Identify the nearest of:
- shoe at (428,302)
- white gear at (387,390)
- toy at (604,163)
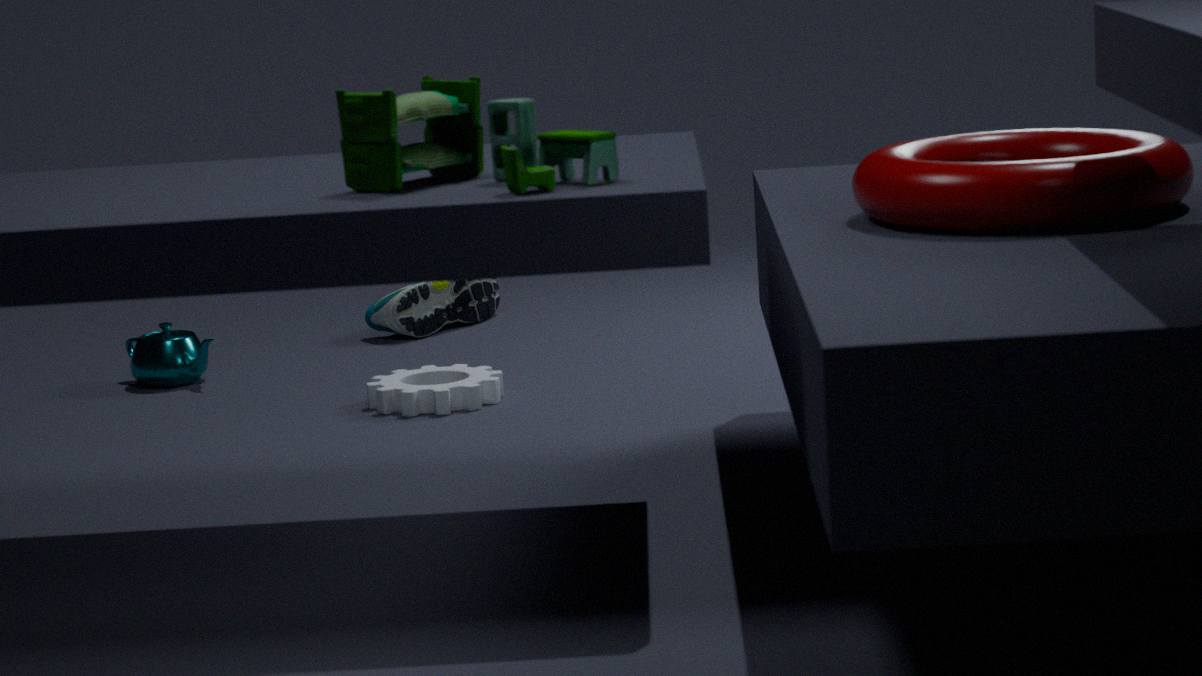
toy at (604,163)
